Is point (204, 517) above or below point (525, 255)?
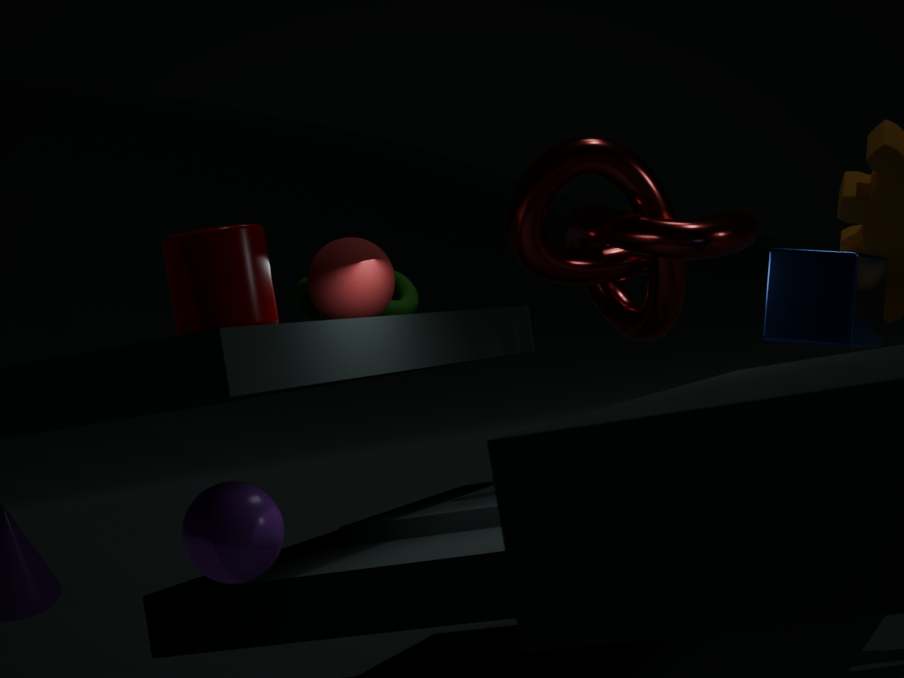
below
